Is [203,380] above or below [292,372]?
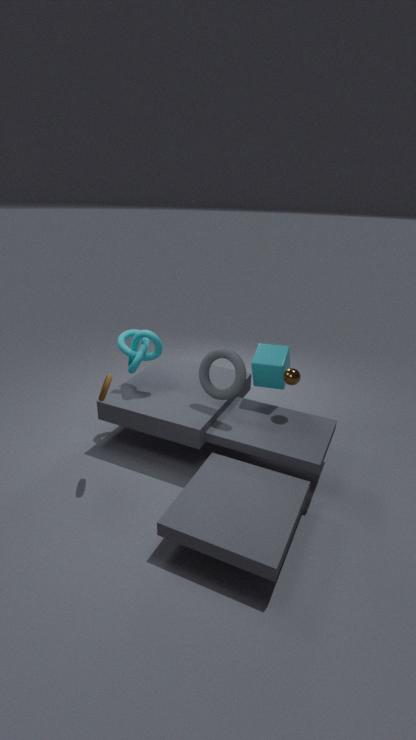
above
